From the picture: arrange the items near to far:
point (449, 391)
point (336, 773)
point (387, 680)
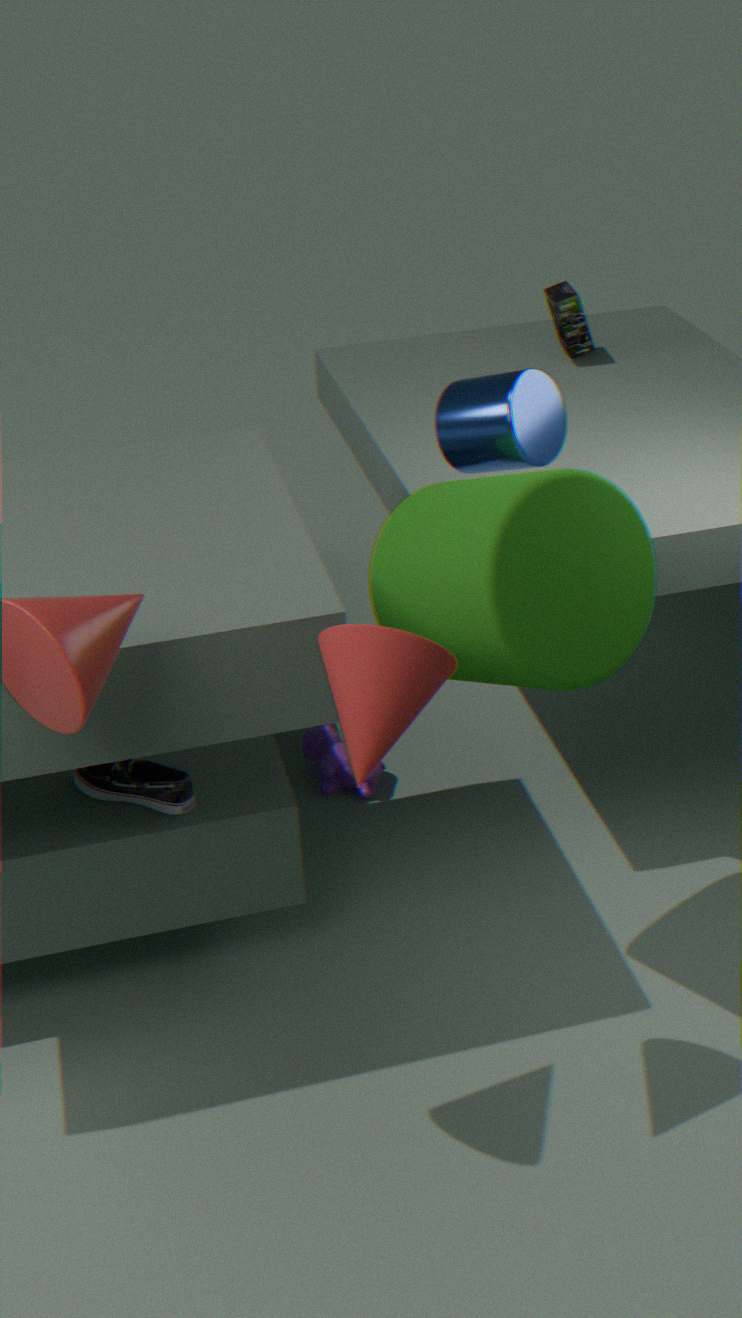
1. point (387, 680)
2. point (449, 391)
3. point (336, 773)
